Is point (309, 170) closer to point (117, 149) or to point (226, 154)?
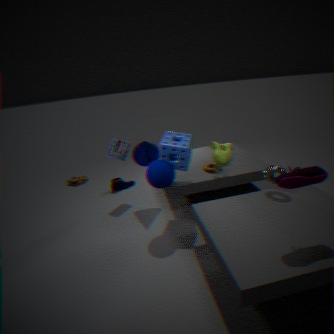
point (226, 154)
